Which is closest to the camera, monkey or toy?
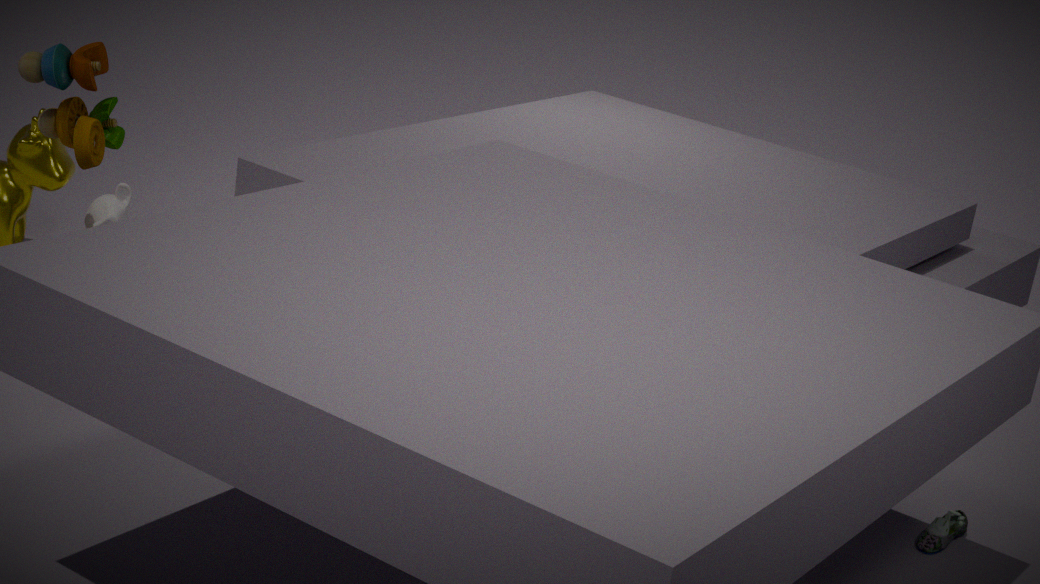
toy
